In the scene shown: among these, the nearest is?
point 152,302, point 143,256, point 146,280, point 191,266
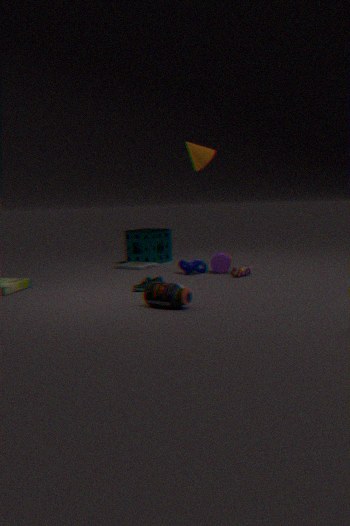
point 152,302
